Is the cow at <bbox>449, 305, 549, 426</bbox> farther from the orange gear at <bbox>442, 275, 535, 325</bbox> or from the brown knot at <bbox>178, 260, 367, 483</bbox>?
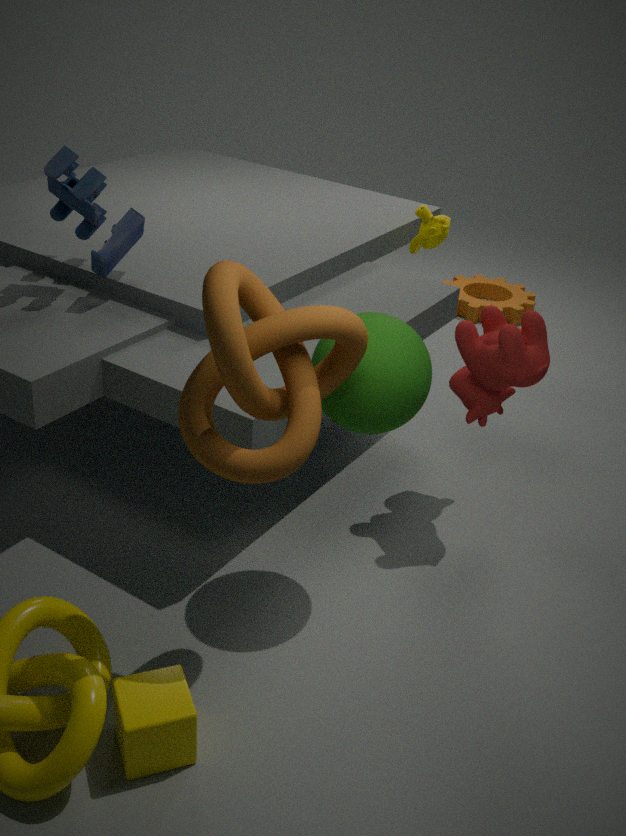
the orange gear at <bbox>442, 275, 535, 325</bbox>
